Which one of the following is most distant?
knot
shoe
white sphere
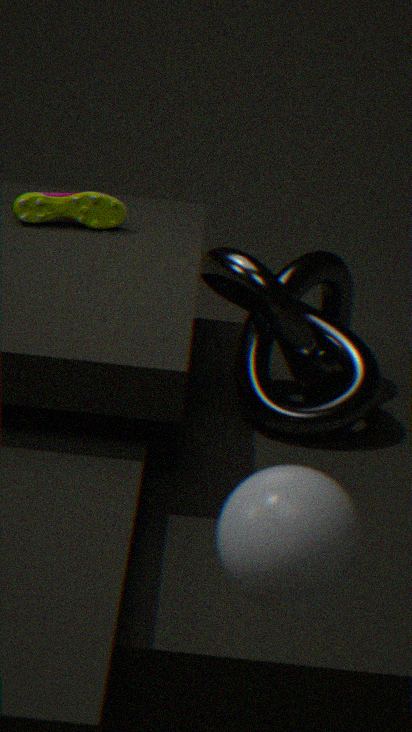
shoe
